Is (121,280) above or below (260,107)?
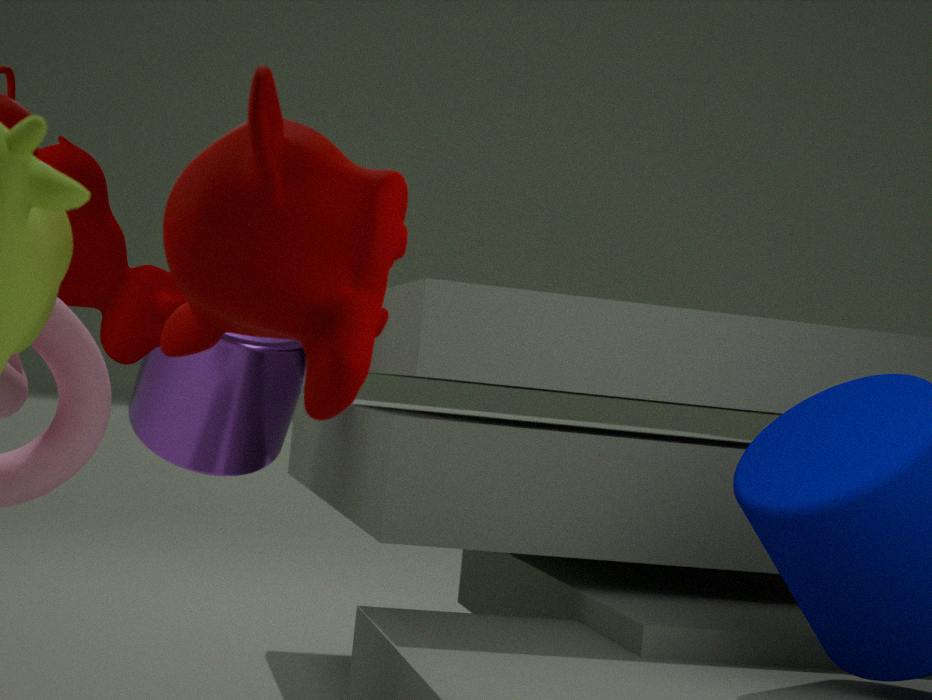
above
